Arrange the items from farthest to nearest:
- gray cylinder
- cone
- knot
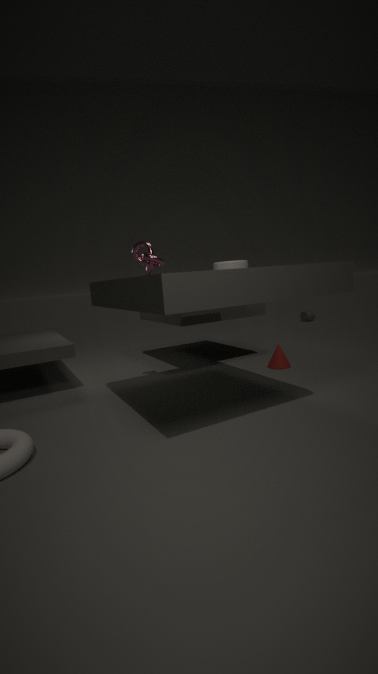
gray cylinder
cone
knot
